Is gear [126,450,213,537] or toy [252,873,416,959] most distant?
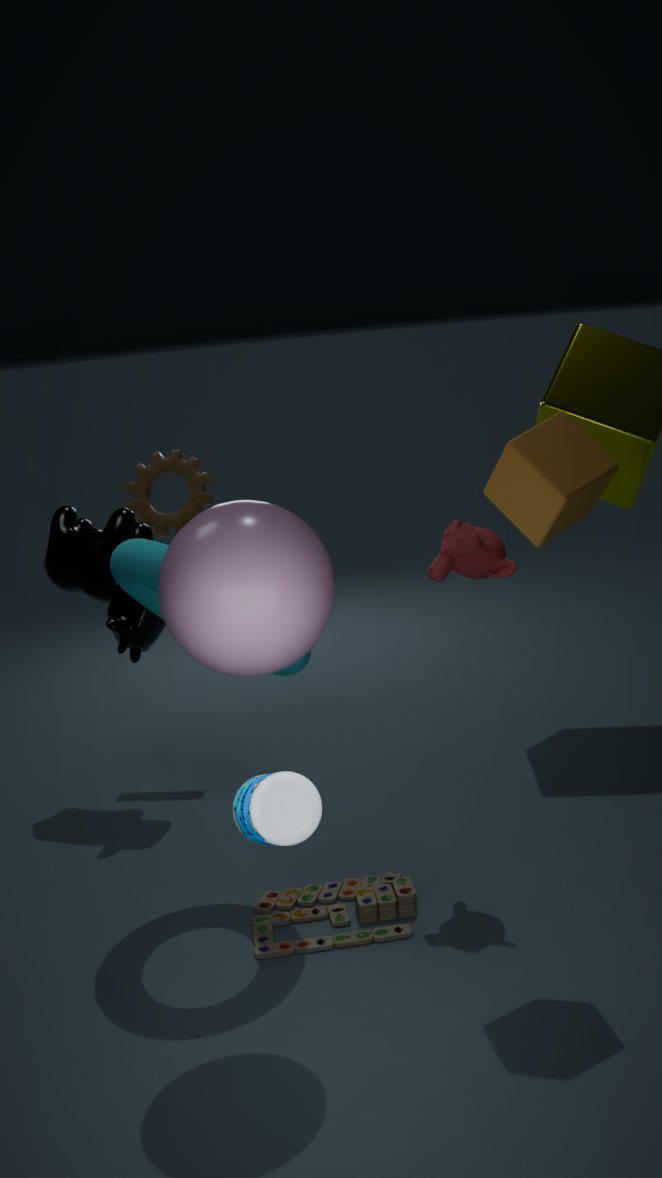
gear [126,450,213,537]
